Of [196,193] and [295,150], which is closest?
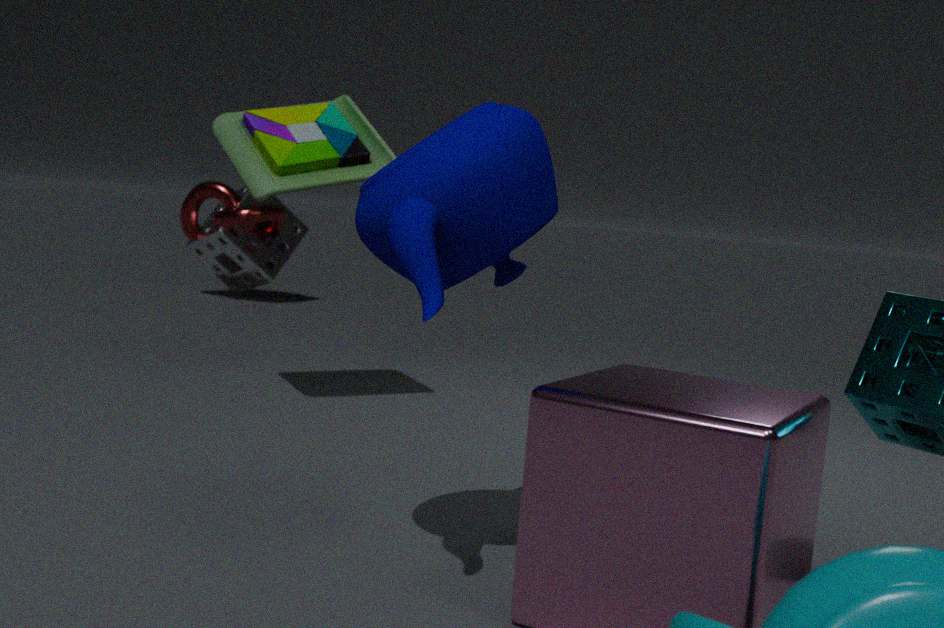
[295,150]
